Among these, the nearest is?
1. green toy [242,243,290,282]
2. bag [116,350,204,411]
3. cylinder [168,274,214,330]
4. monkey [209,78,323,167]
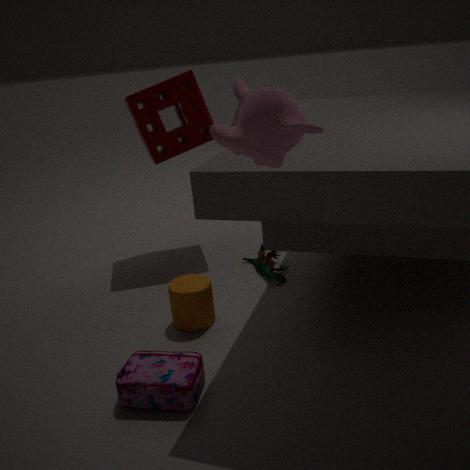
monkey [209,78,323,167]
